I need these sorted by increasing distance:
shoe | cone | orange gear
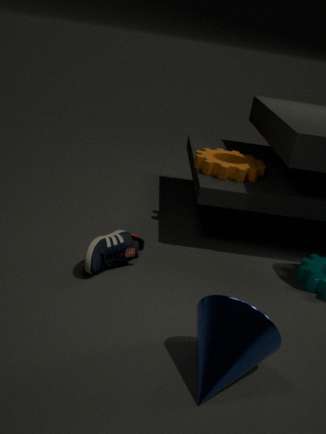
cone → shoe → orange gear
